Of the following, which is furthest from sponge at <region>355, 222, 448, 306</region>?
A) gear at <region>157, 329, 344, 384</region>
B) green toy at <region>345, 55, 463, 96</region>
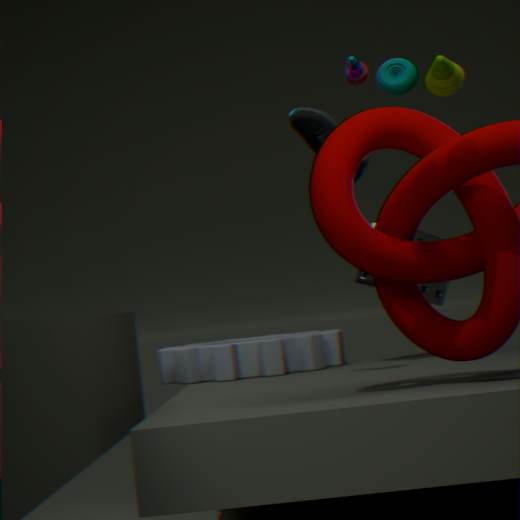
green toy at <region>345, 55, 463, 96</region>
